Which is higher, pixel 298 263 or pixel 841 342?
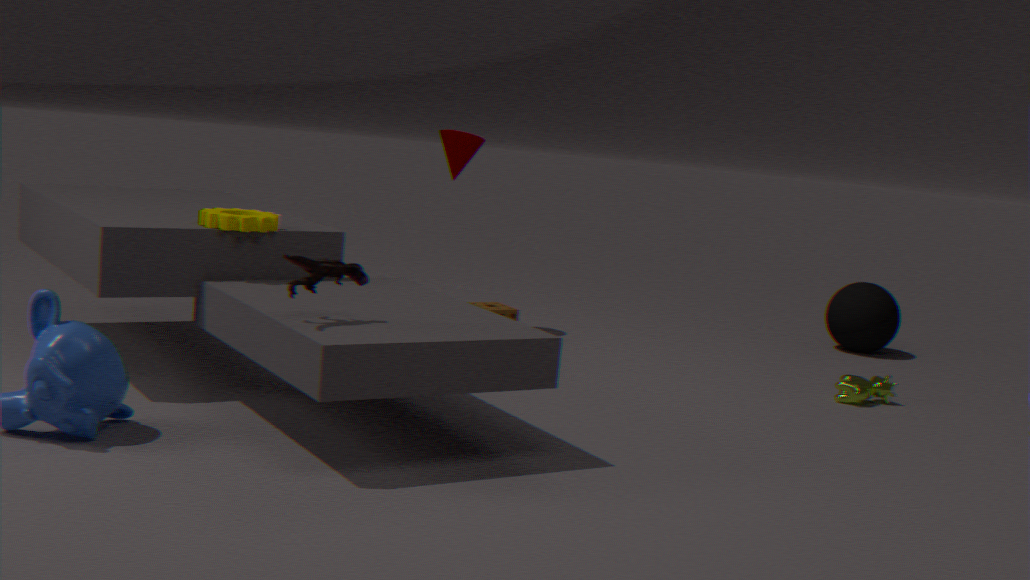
pixel 298 263
